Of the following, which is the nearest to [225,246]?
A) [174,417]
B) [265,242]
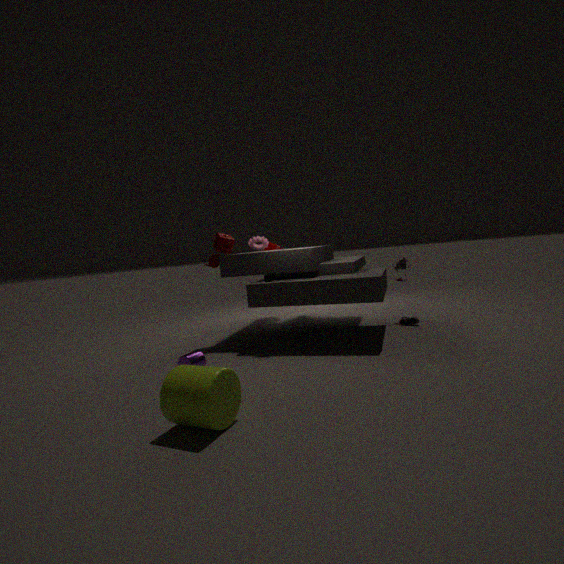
[265,242]
